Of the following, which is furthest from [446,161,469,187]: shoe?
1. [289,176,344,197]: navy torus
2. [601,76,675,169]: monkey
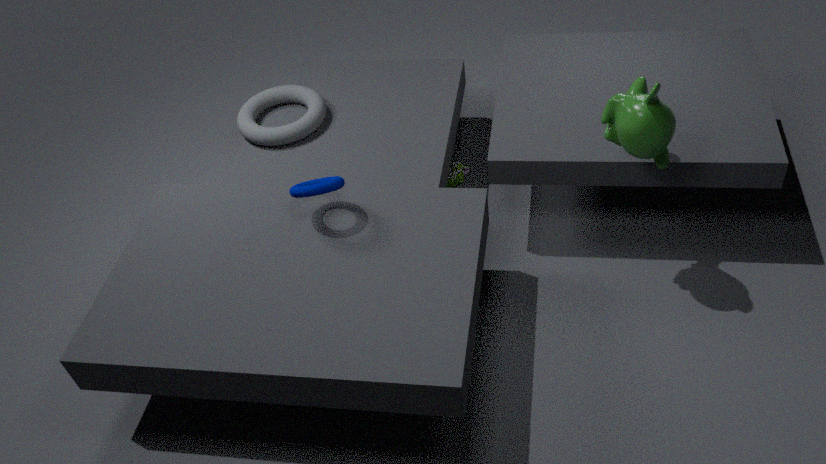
[601,76,675,169]: monkey
